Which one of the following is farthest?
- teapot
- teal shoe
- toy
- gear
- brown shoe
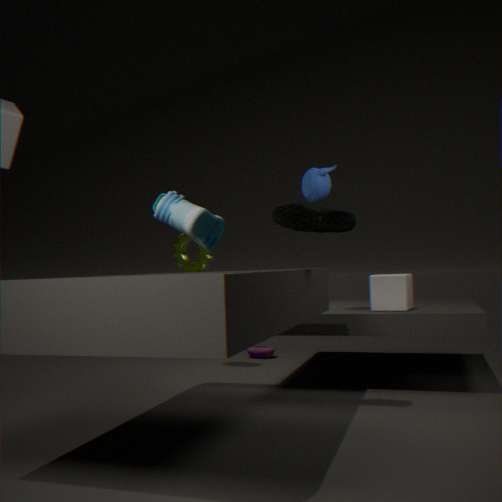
toy
